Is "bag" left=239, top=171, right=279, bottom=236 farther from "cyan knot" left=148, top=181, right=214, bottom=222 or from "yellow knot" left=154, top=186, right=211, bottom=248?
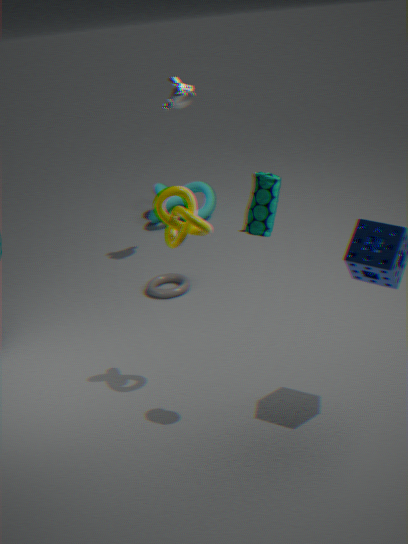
"cyan knot" left=148, top=181, right=214, bottom=222
